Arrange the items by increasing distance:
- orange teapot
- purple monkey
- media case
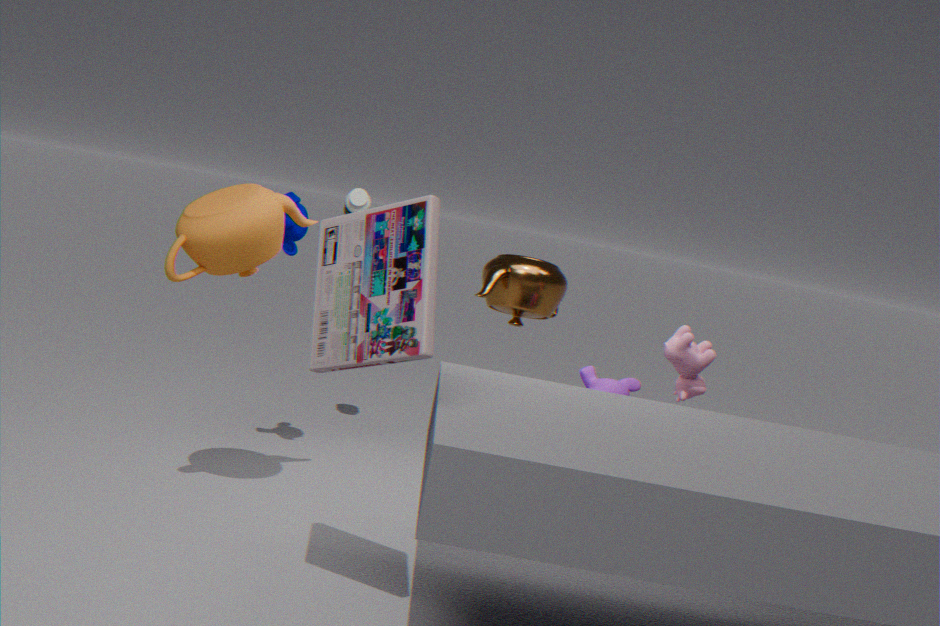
media case
orange teapot
purple monkey
